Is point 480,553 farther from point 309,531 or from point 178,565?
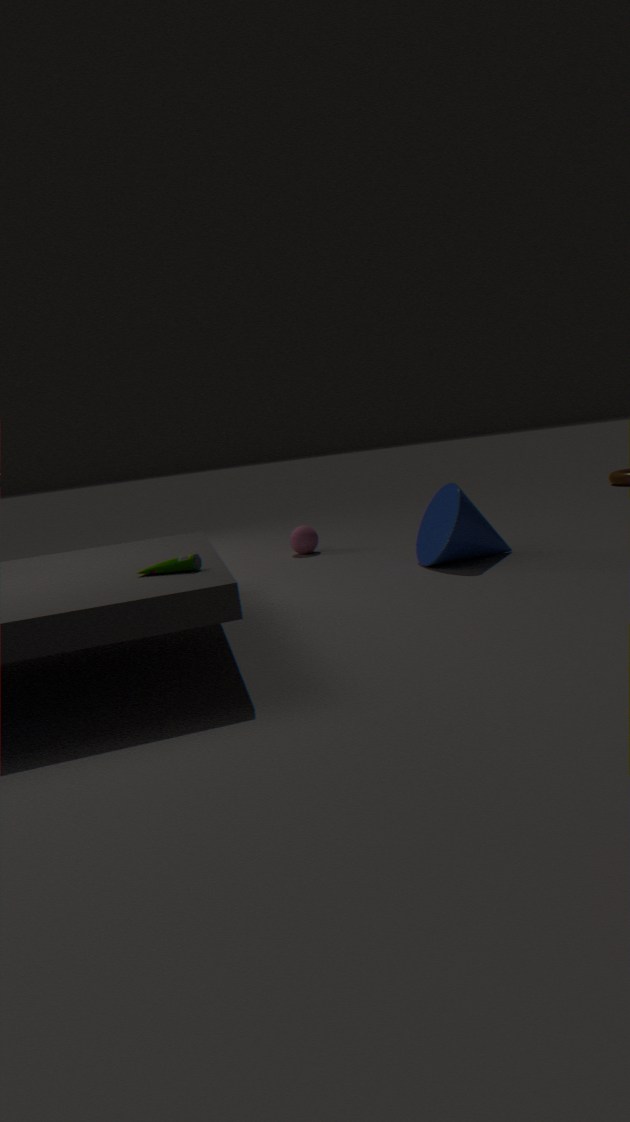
point 178,565
